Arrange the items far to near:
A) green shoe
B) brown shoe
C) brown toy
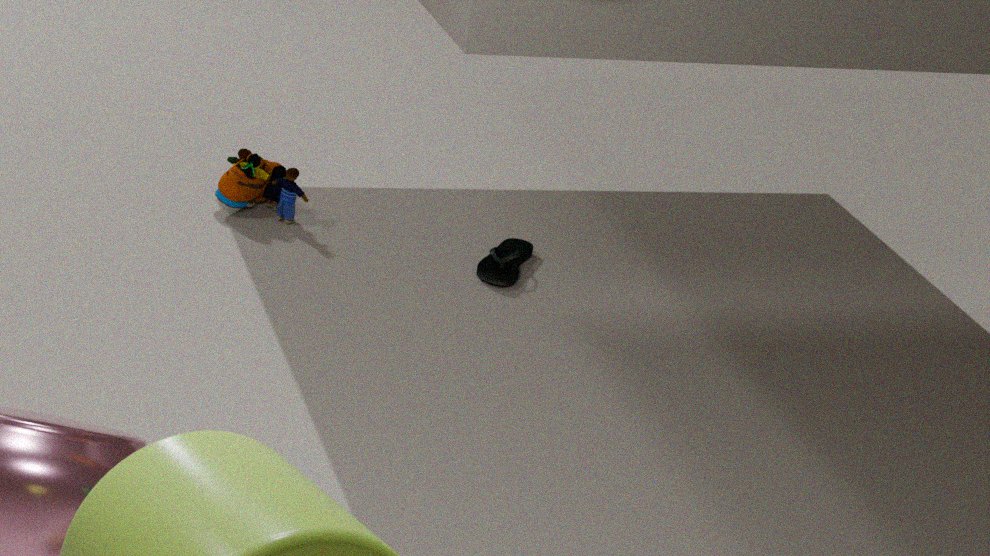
brown toy
brown shoe
green shoe
